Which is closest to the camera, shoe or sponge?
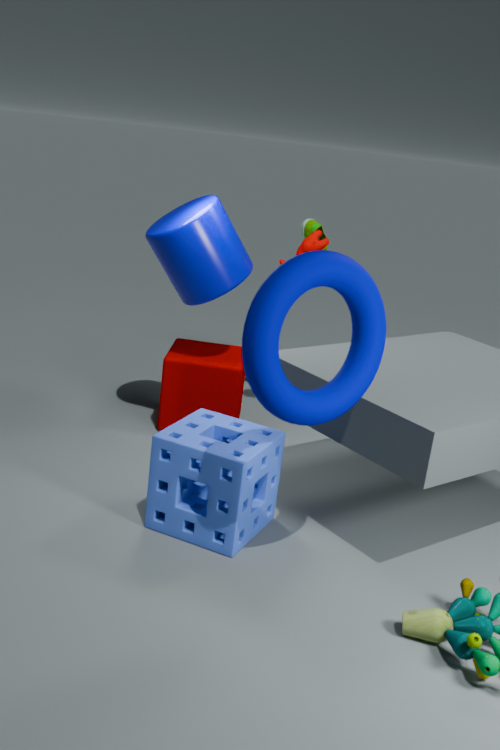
sponge
